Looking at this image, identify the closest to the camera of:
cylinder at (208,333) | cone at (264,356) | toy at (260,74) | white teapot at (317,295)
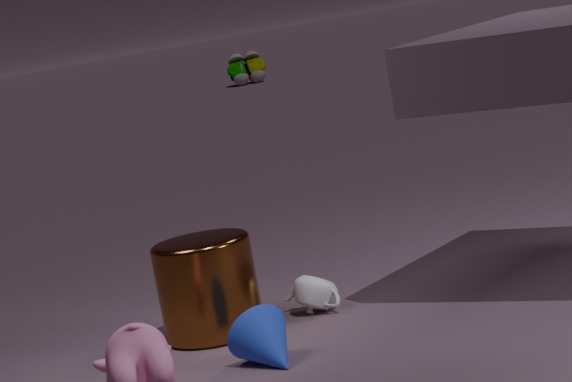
cone at (264,356)
